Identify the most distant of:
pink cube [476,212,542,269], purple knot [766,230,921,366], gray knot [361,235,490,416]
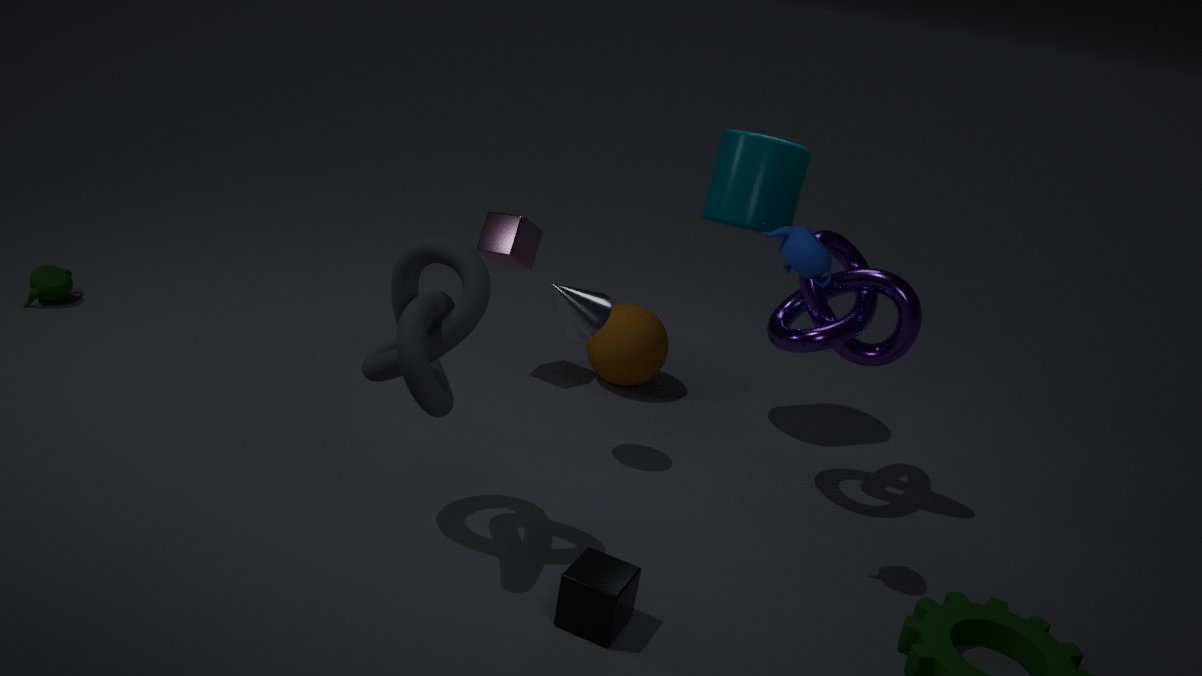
pink cube [476,212,542,269]
